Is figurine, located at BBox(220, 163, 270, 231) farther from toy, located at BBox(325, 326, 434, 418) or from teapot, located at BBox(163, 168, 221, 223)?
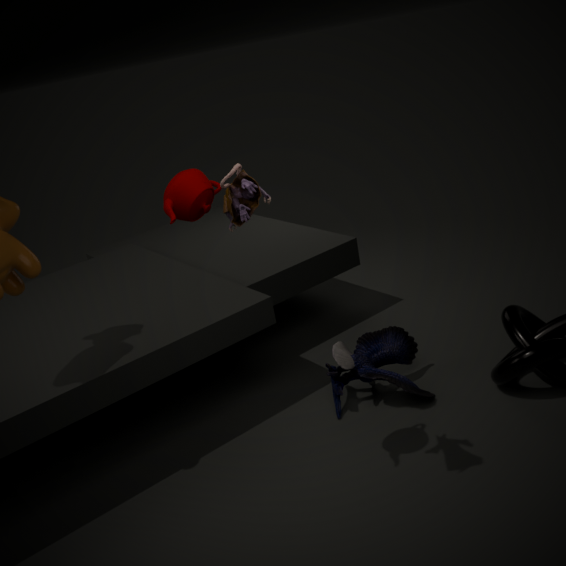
toy, located at BBox(325, 326, 434, 418)
